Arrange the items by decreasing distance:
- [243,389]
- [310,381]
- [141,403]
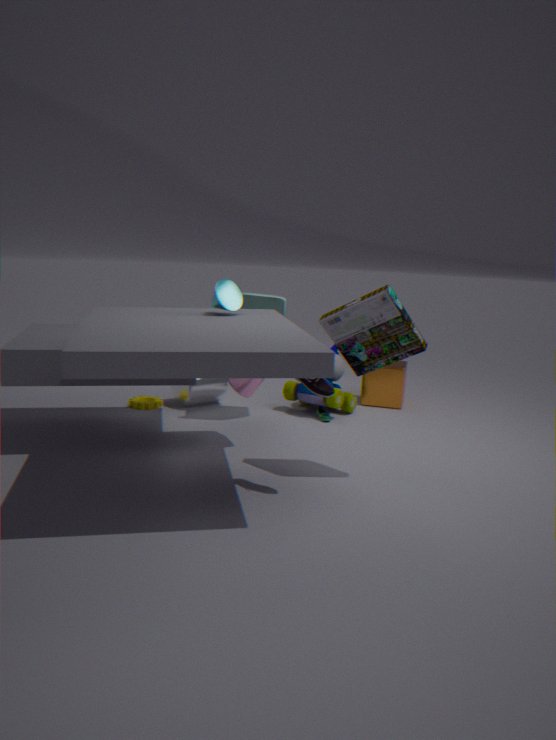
[141,403], [243,389], [310,381]
